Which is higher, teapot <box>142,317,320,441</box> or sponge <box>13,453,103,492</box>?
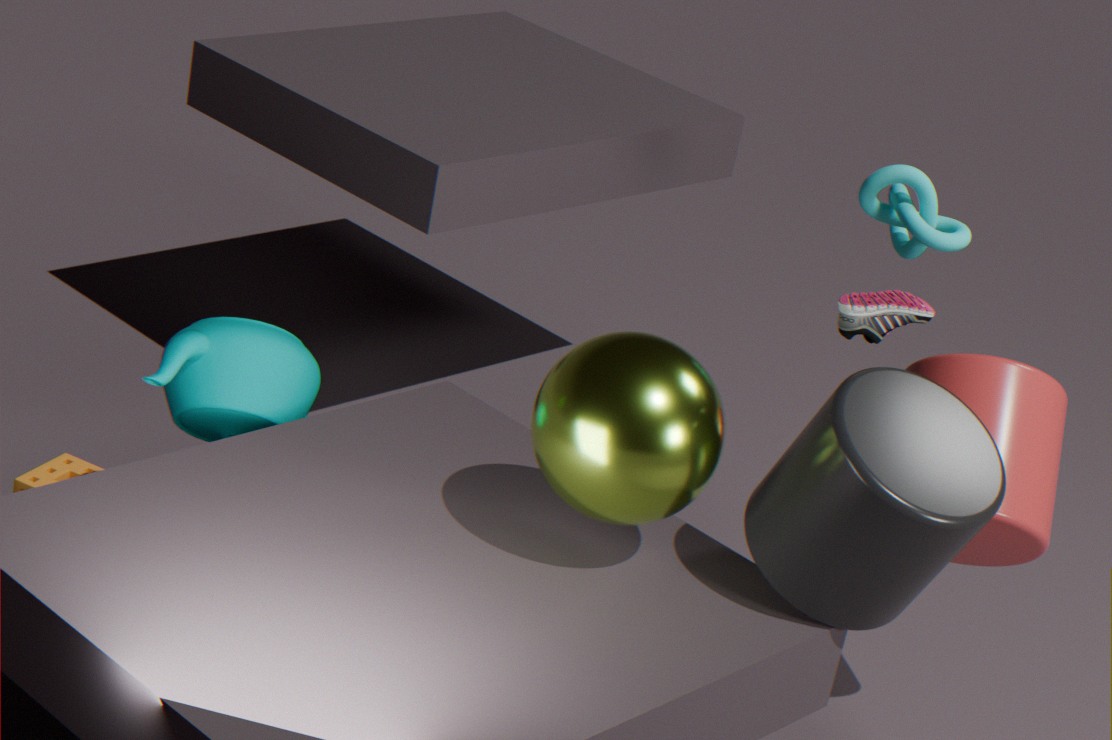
teapot <box>142,317,320,441</box>
